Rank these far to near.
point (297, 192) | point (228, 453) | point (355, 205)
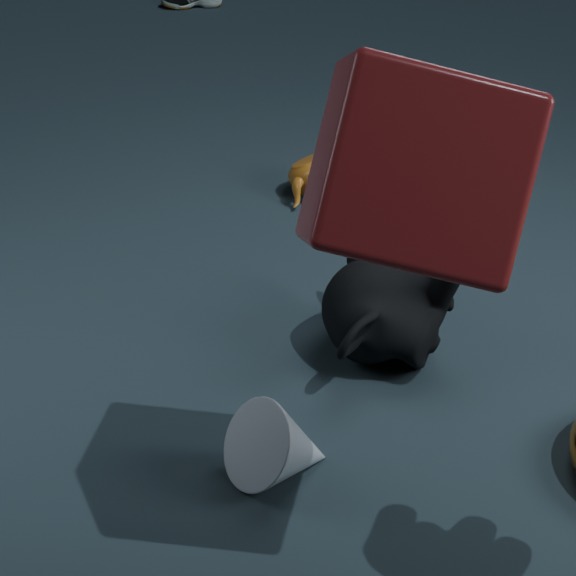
point (297, 192)
point (228, 453)
point (355, 205)
